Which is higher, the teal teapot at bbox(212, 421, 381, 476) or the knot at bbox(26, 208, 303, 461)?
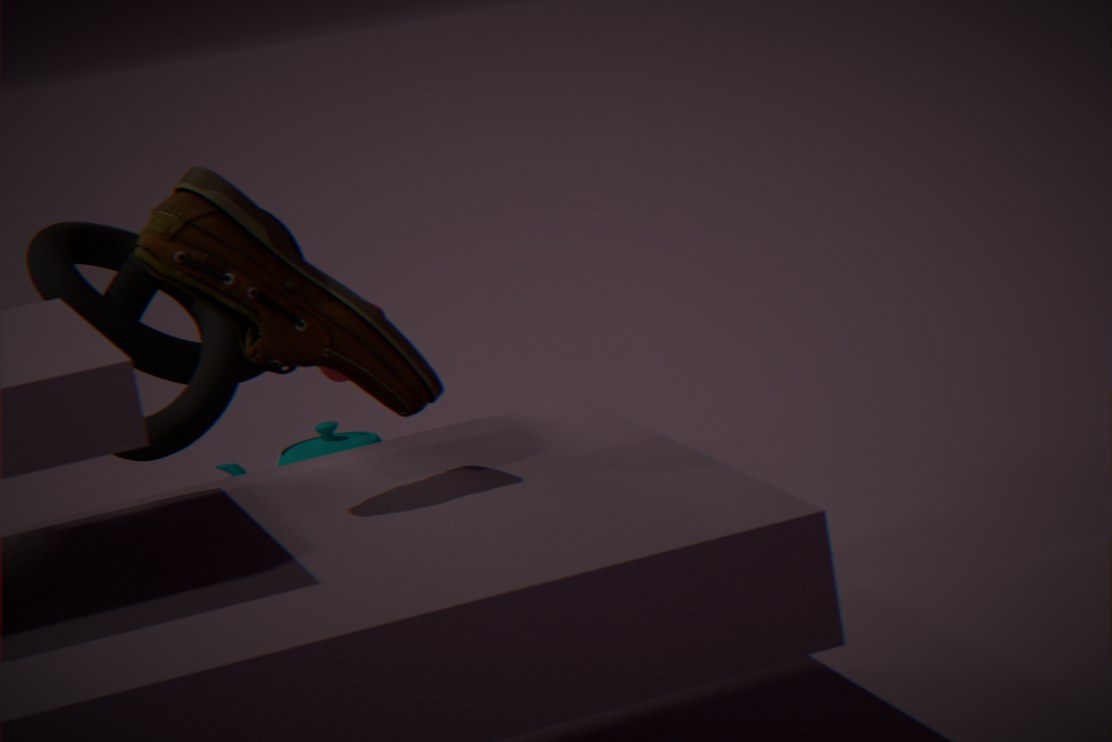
the knot at bbox(26, 208, 303, 461)
